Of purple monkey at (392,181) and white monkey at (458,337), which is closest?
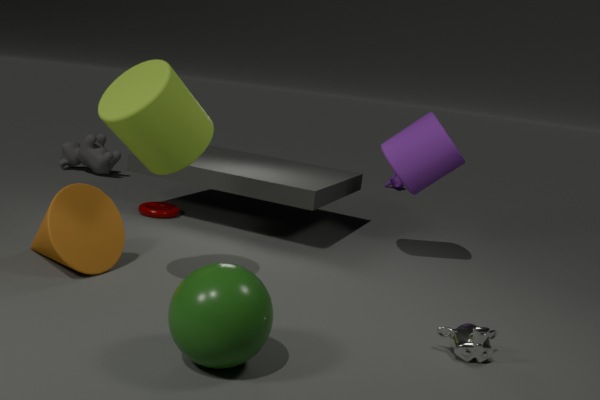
white monkey at (458,337)
